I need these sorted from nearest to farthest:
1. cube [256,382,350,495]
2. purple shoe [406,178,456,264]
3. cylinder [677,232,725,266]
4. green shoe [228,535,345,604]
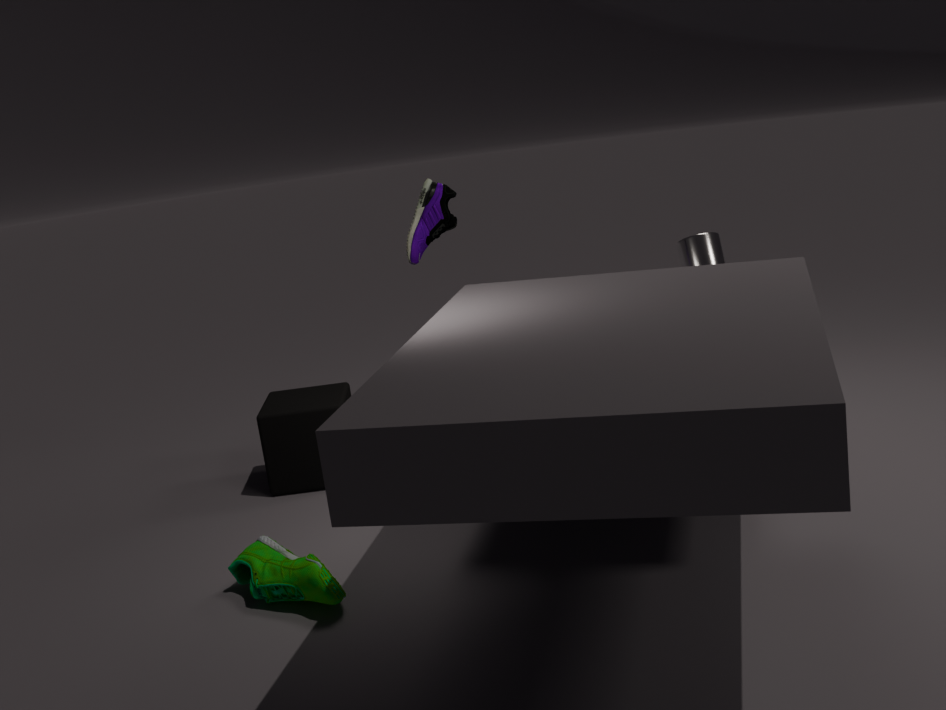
green shoe [228,535,345,604] < purple shoe [406,178,456,264] < cylinder [677,232,725,266] < cube [256,382,350,495]
